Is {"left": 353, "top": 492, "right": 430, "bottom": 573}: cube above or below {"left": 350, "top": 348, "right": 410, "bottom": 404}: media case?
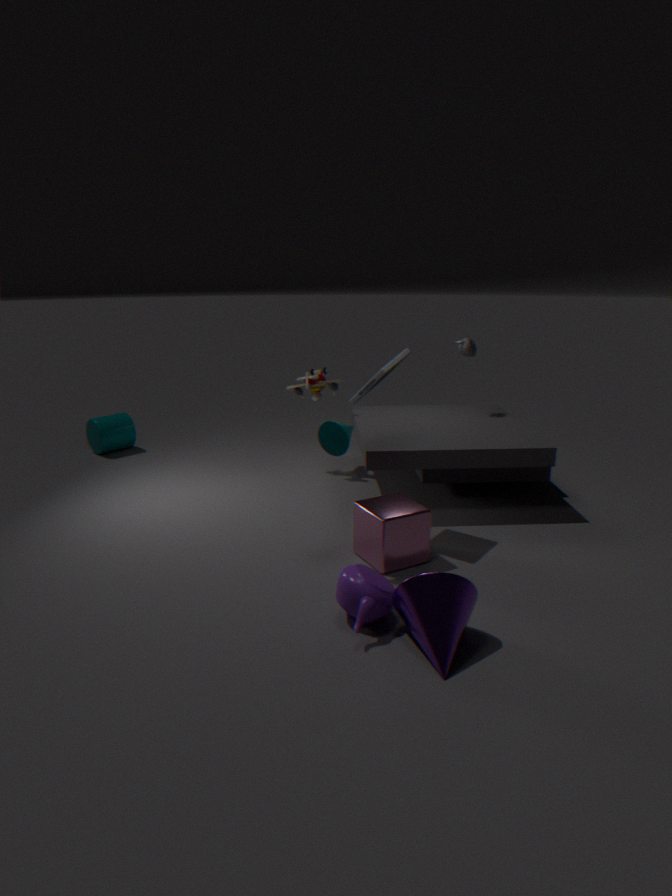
below
